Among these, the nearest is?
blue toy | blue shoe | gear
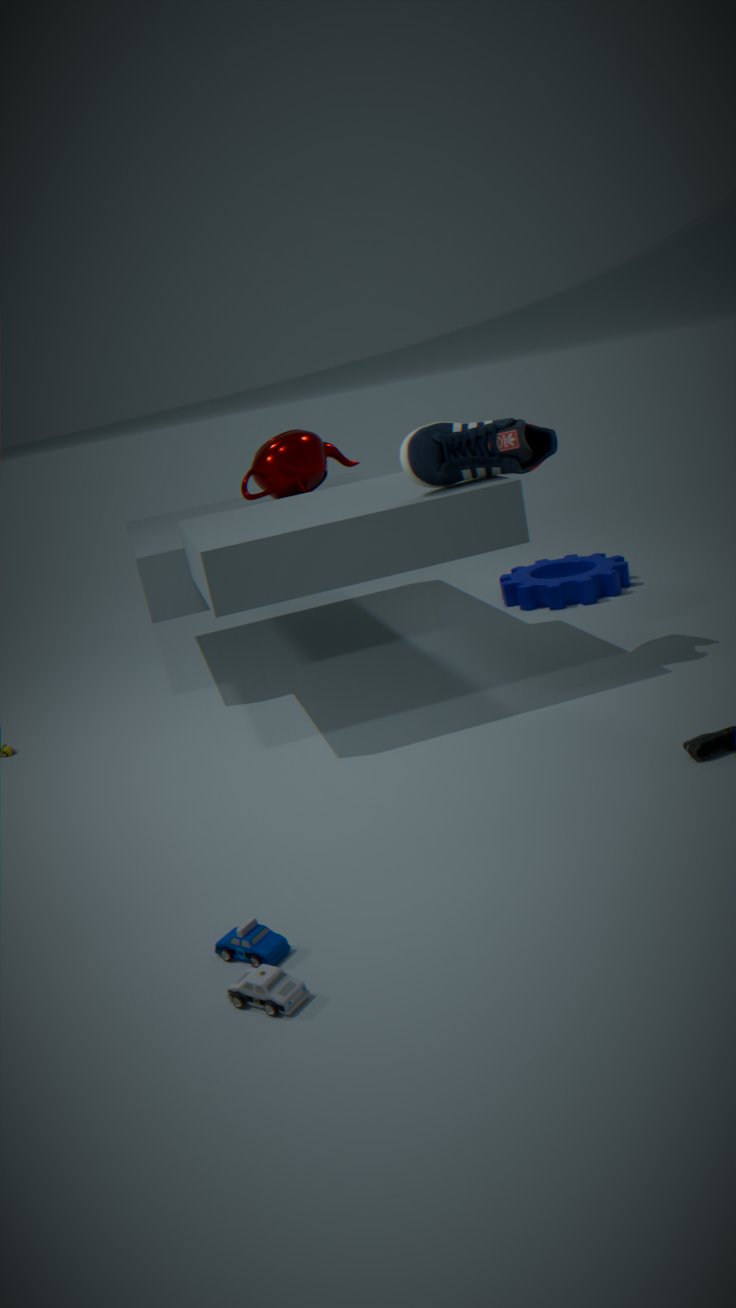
blue toy
